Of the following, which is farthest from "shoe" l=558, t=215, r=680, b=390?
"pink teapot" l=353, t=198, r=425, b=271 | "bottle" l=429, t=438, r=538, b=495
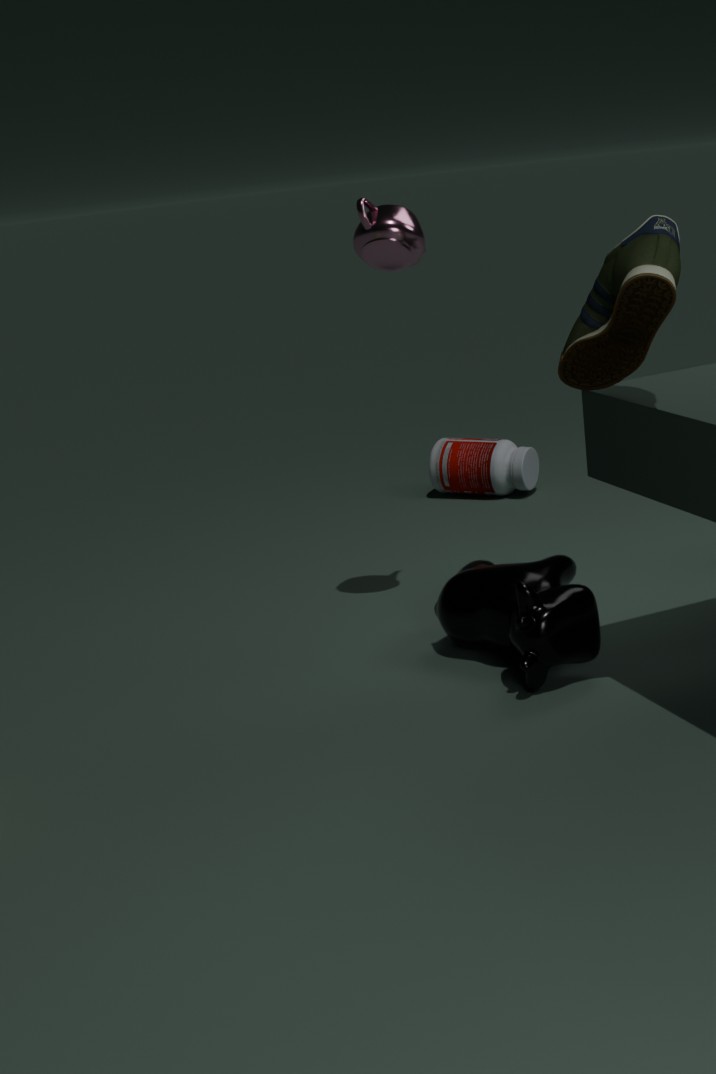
"bottle" l=429, t=438, r=538, b=495
